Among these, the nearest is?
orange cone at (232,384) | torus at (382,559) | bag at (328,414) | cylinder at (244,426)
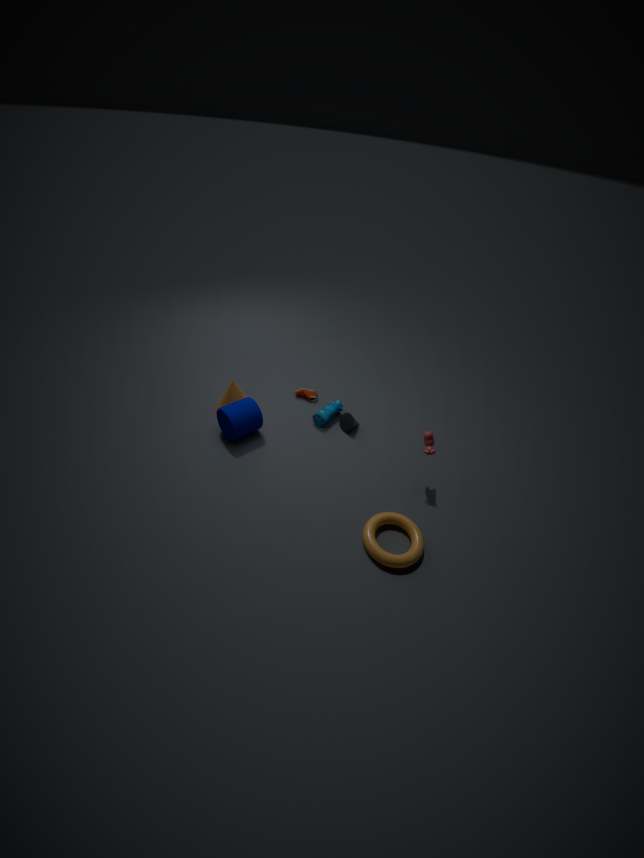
torus at (382,559)
